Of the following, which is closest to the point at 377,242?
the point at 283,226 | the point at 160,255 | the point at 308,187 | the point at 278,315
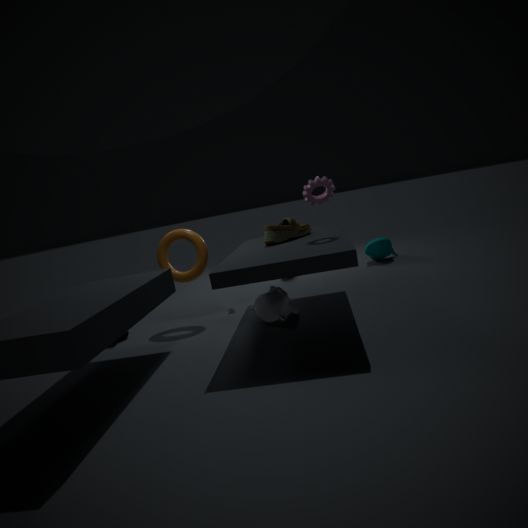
the point at 283,226
